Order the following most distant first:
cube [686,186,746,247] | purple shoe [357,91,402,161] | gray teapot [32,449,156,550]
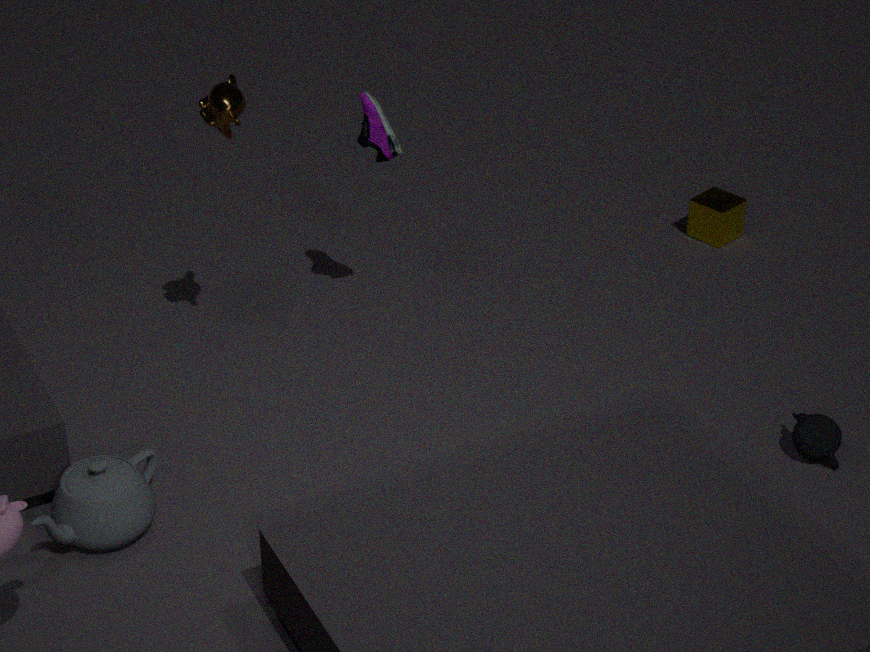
1. cube [686,186,746,247]
2. purple shoe [357,91,402,161]
3. gray teapot [32,449,156,550]
